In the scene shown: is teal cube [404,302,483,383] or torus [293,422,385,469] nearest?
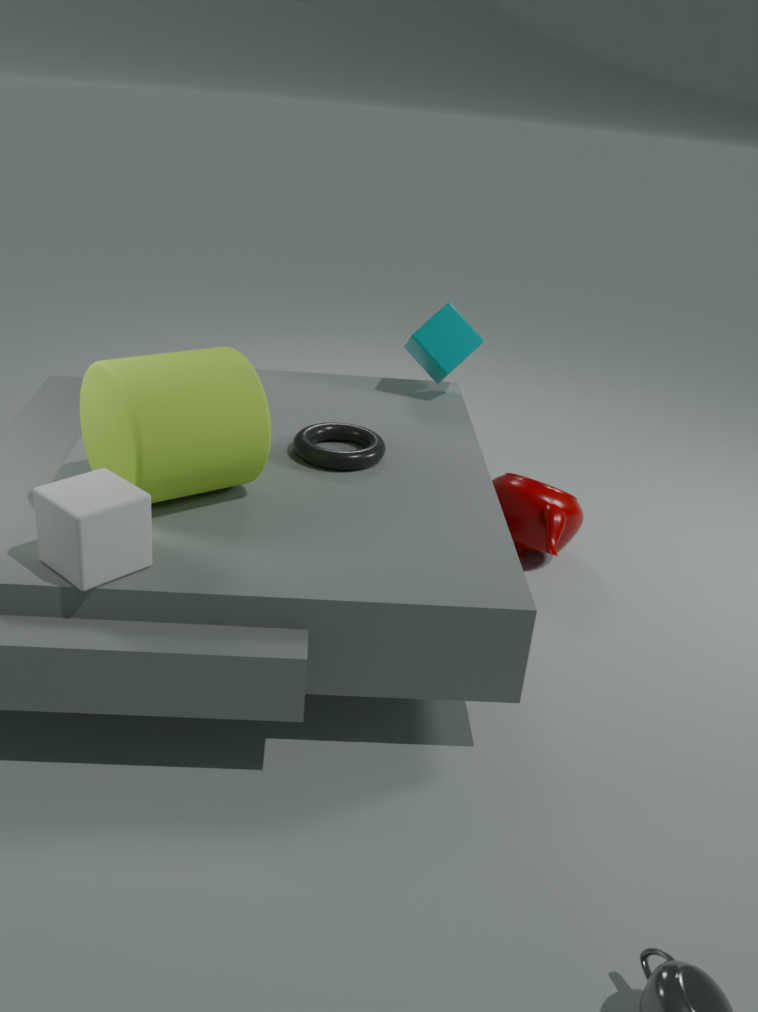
torus [293,422,385,469]
